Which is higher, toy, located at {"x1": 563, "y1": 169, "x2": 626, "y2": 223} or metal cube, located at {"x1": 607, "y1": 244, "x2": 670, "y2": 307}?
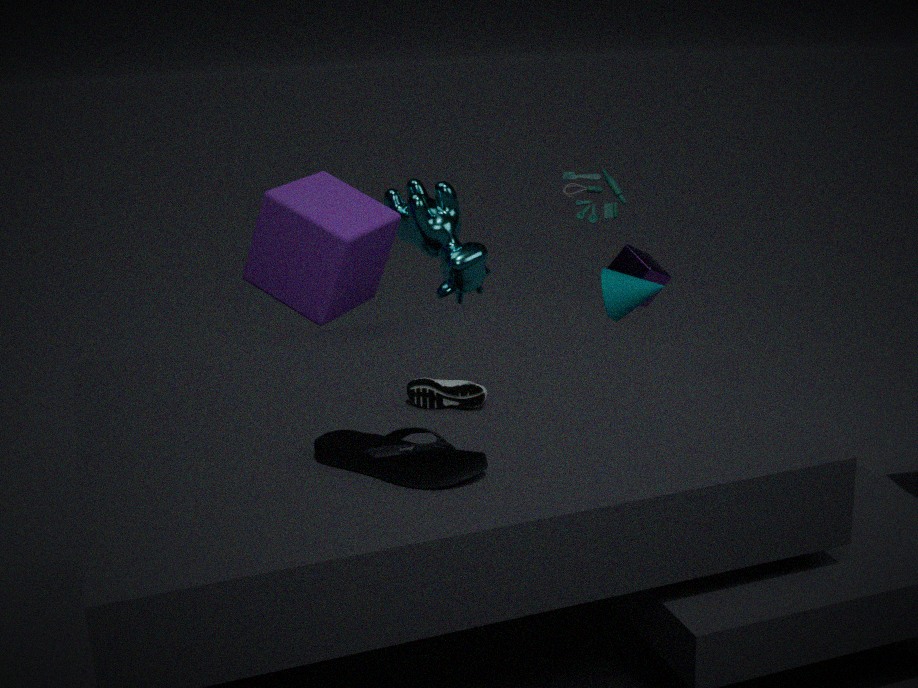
toy, located at {"x1": 563, "y1": 169, "x2": 626, "y2": 223}
